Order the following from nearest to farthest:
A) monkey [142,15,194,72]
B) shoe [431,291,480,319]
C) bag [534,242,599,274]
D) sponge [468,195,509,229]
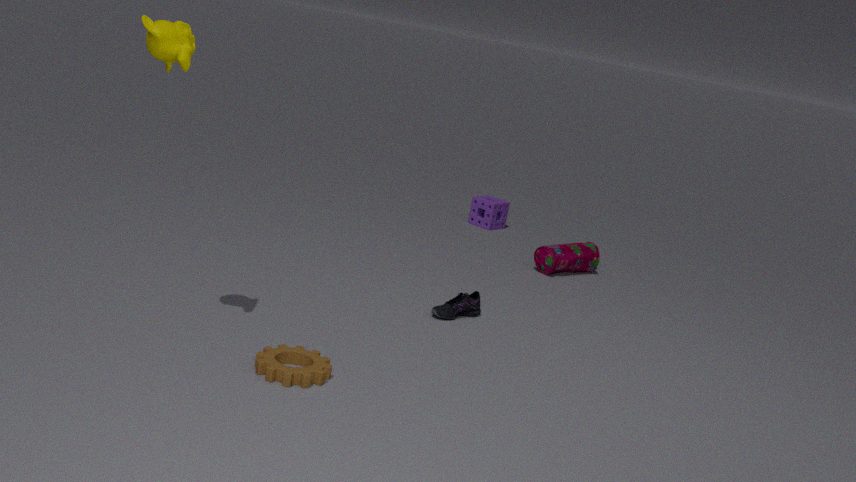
monkey [142,15,194,72] → shoe [431,291,480,319] → bag [534,242,599,274] → sponge [468,195,509,229]
